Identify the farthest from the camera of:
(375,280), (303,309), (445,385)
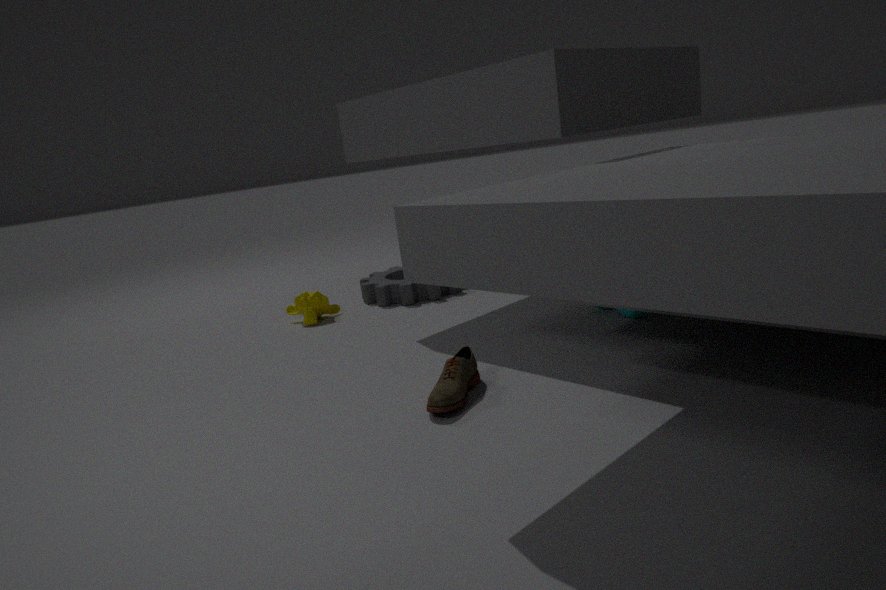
(375,280)
